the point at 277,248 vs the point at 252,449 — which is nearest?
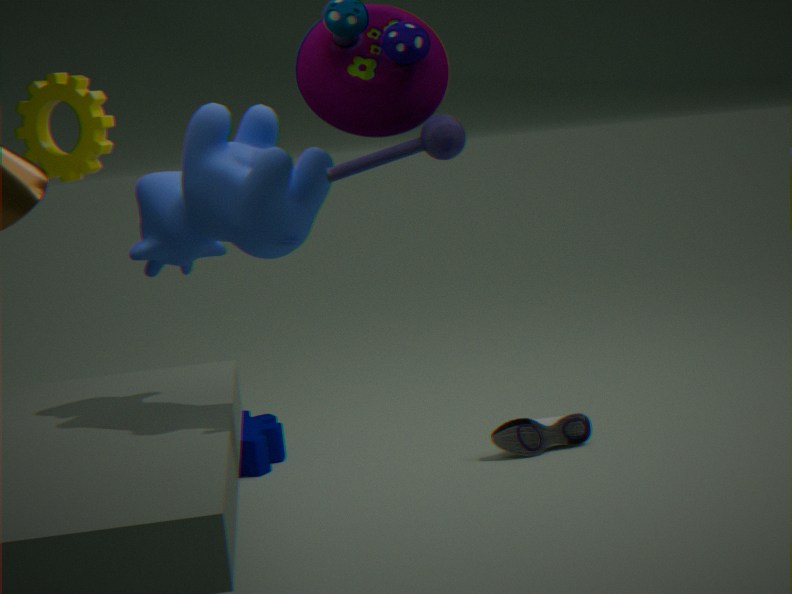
the point at 277,248
